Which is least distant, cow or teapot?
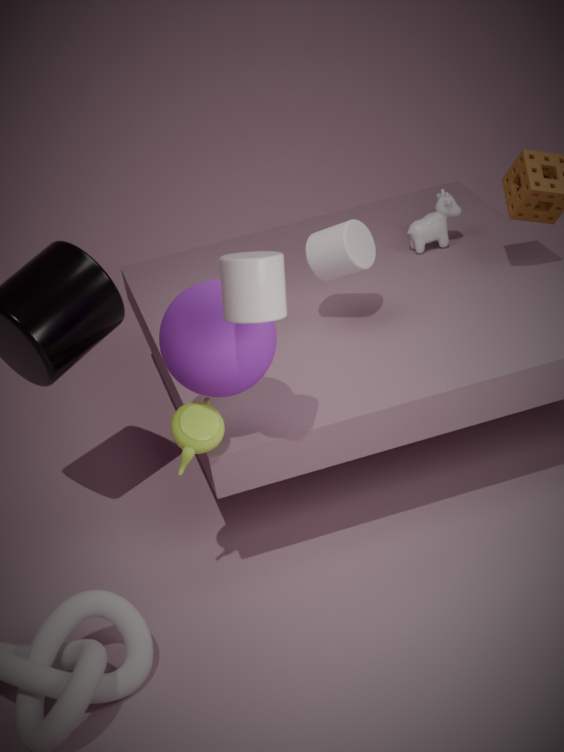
teapot
